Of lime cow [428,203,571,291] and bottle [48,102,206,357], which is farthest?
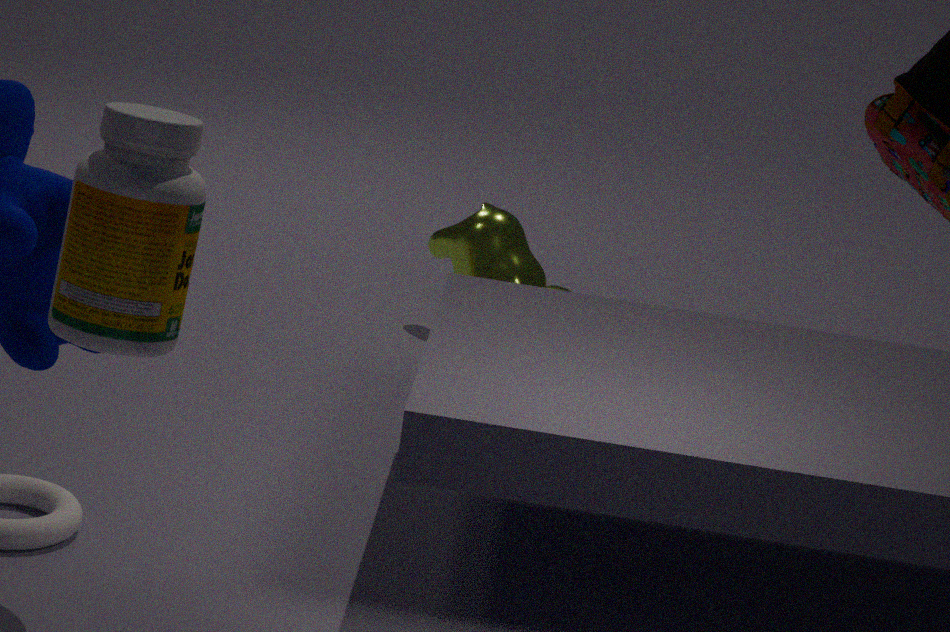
lime cow [428,203,571,291]
